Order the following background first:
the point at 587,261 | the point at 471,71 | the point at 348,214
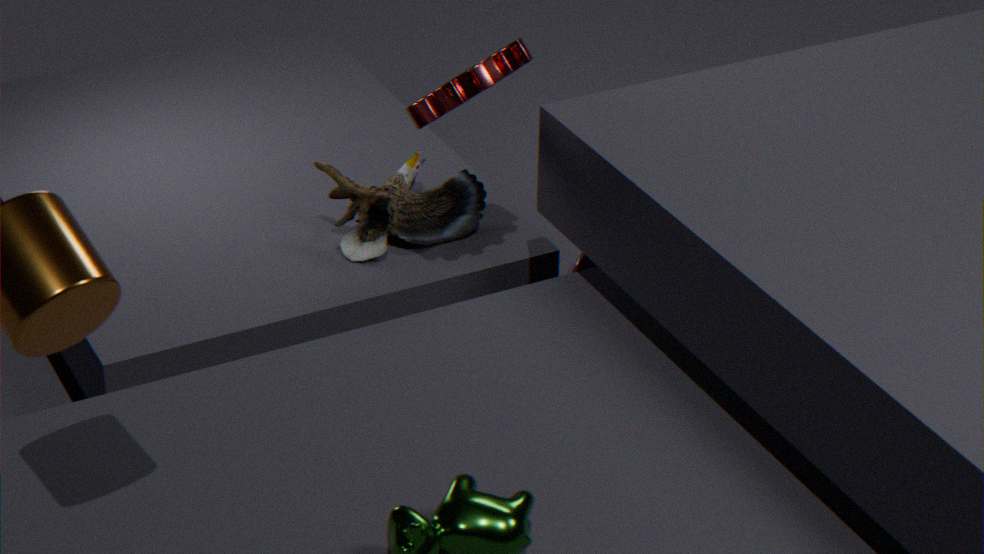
the point at 587,261 → the point at 348,214 → the point at 471,71
